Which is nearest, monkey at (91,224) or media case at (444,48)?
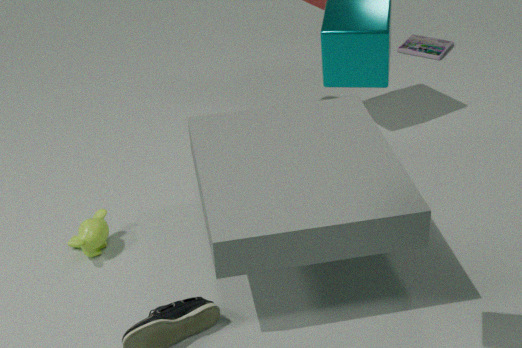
monkey at (91,224)
